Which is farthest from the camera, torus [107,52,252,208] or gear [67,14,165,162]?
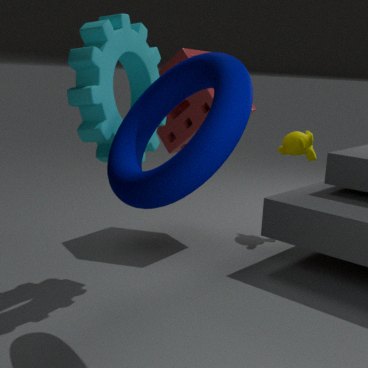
gear [67,14,165,162]
